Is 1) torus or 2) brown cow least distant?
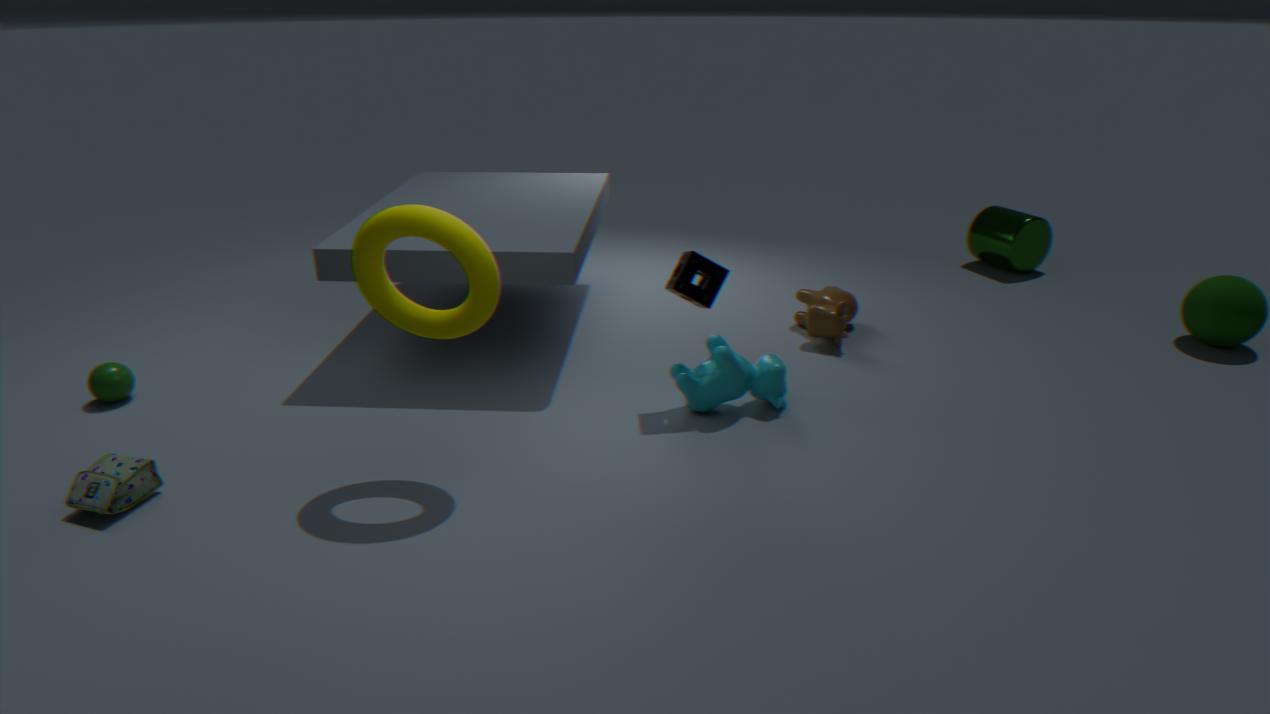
1. torus
